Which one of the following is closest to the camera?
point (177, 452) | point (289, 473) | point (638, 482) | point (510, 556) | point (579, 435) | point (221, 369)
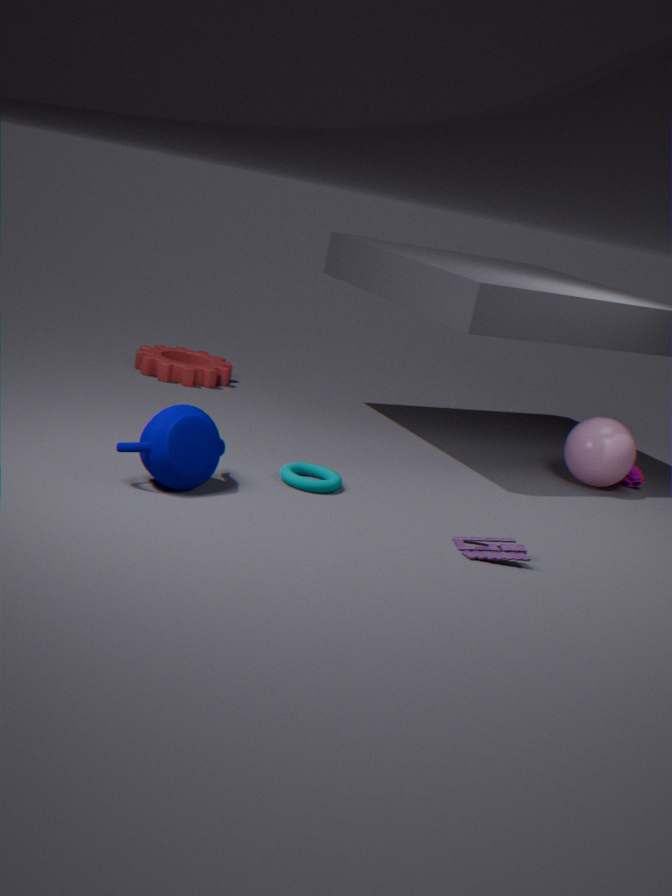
point (177, 452)
